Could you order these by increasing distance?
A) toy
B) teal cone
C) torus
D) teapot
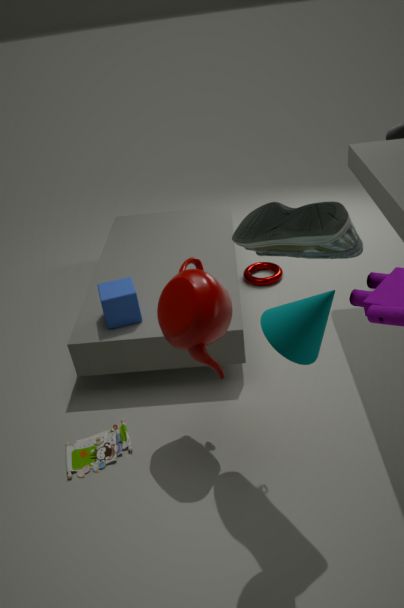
teal cone → teapot → toy → torus
